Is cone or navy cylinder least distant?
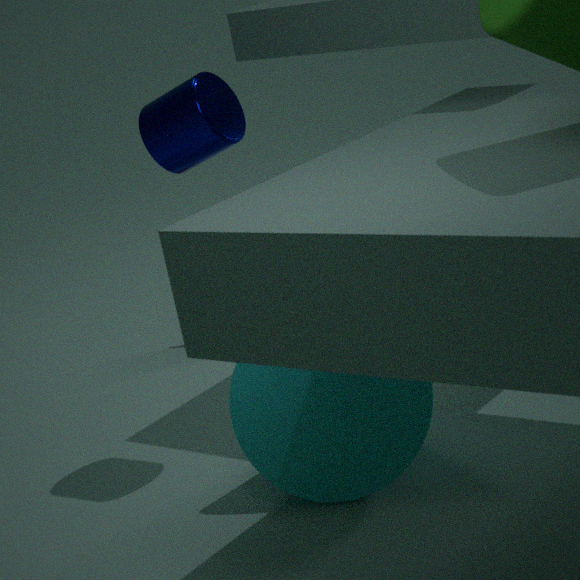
cone
